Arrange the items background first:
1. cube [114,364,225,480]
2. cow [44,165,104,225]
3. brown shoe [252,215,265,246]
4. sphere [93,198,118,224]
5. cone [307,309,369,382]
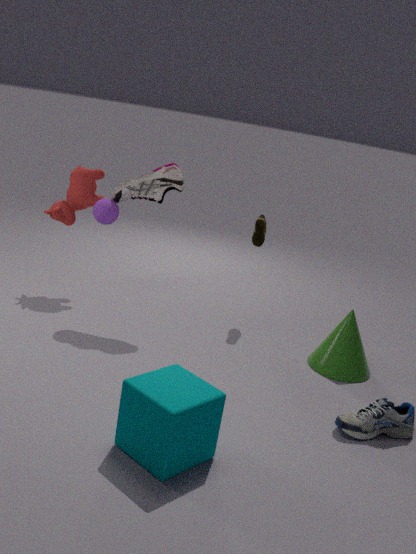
brown shoe [252,215,265,246], cow [44,165,104,225], sphere [93,198,118,224], cone [307,309,369,382], cube [114,364,225,480]
